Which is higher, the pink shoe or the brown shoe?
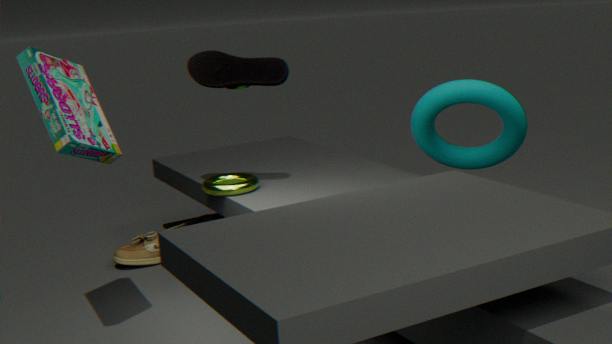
the pink shoe
